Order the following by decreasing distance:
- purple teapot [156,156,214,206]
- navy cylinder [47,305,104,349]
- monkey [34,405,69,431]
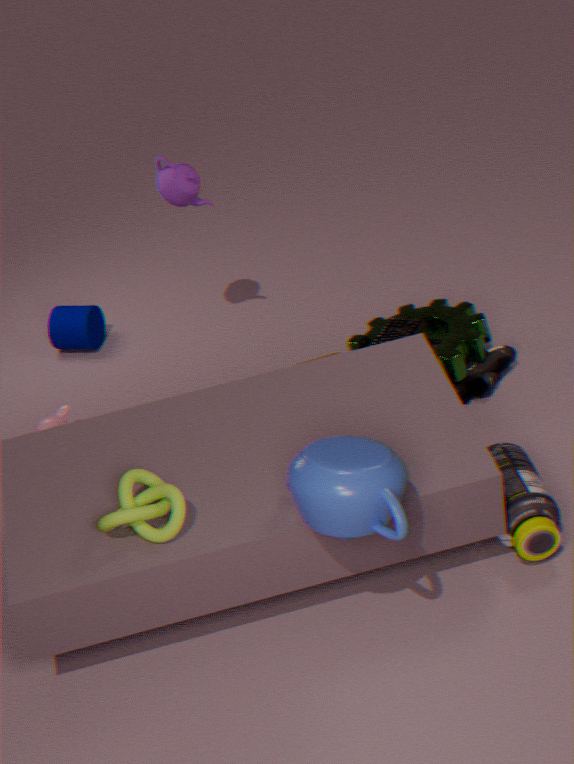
navy cylinder [47,305,104,349]
purple teapot [156,156,214,206]
monkey [34,405,69,431]
